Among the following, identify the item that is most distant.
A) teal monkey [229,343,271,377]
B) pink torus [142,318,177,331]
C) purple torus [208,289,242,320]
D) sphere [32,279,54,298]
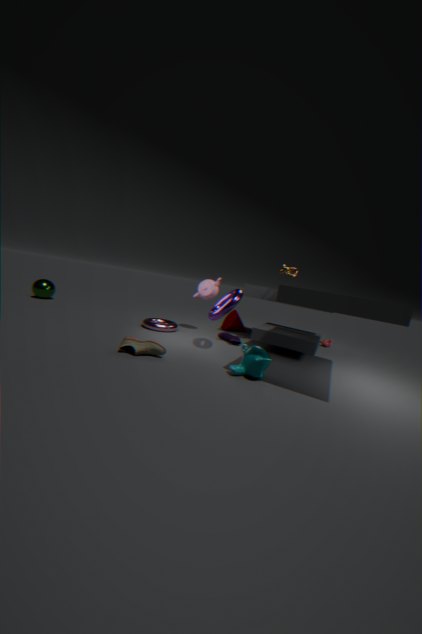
sphere [32,279,54,298]
